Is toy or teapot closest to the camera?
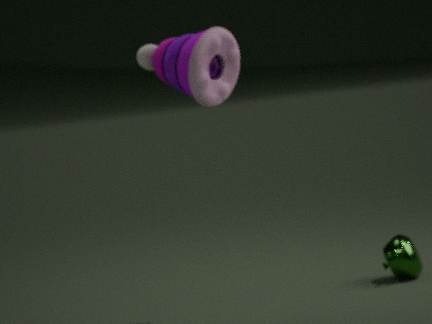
toy
